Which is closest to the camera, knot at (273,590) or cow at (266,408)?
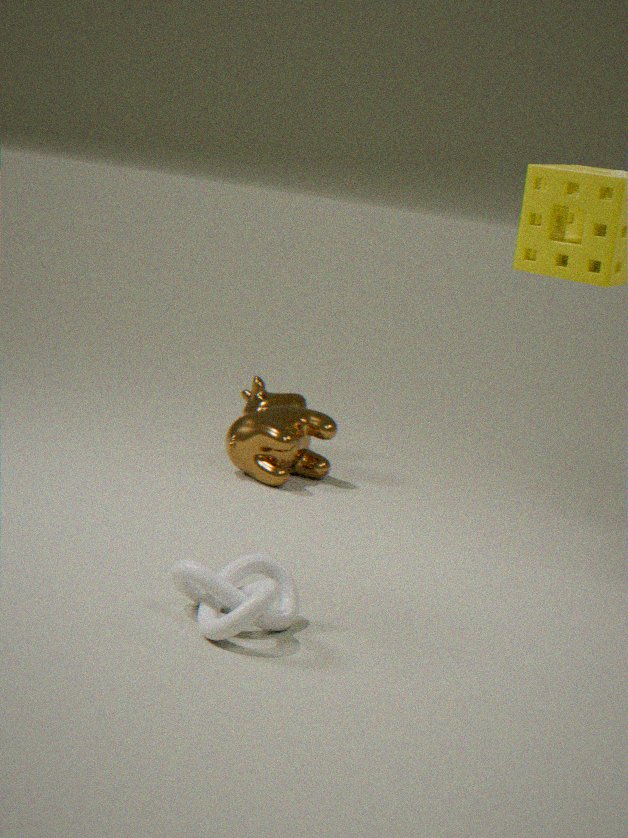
knot at (273,590)
